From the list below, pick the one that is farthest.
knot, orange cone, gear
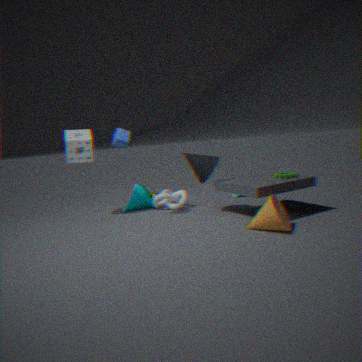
knot
